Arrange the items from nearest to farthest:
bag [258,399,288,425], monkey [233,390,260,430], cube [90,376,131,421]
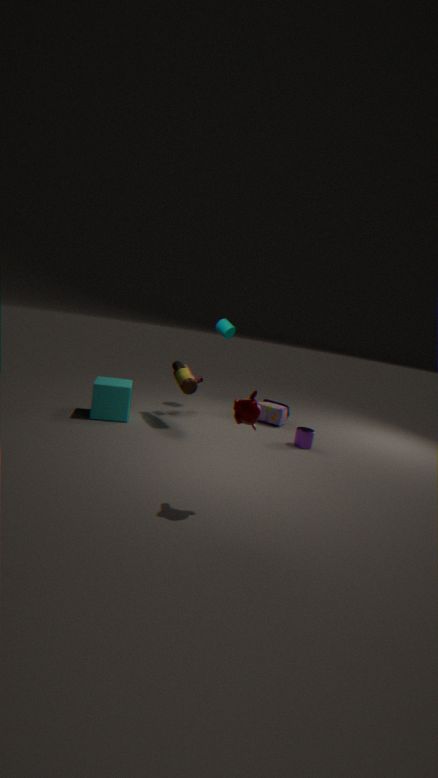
monkey [233,390,260,430], cube [90,376,131,421], bag [258,399,288,425]
